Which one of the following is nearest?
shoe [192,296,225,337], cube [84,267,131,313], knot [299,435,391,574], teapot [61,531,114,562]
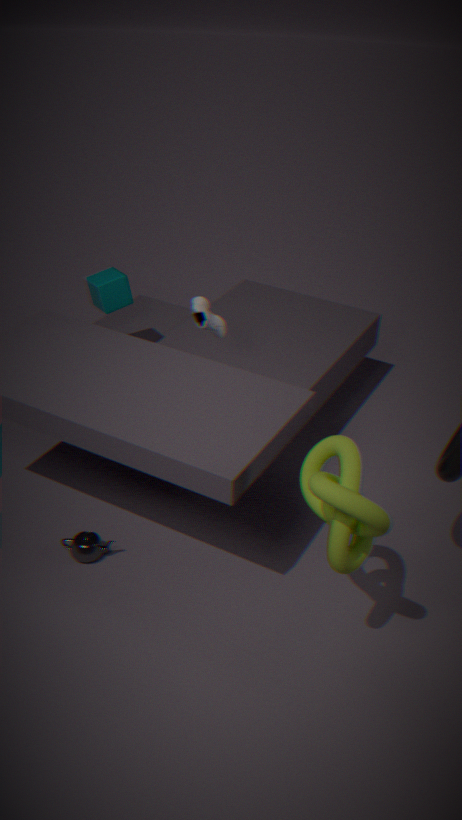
knot [299,435,391,574]
